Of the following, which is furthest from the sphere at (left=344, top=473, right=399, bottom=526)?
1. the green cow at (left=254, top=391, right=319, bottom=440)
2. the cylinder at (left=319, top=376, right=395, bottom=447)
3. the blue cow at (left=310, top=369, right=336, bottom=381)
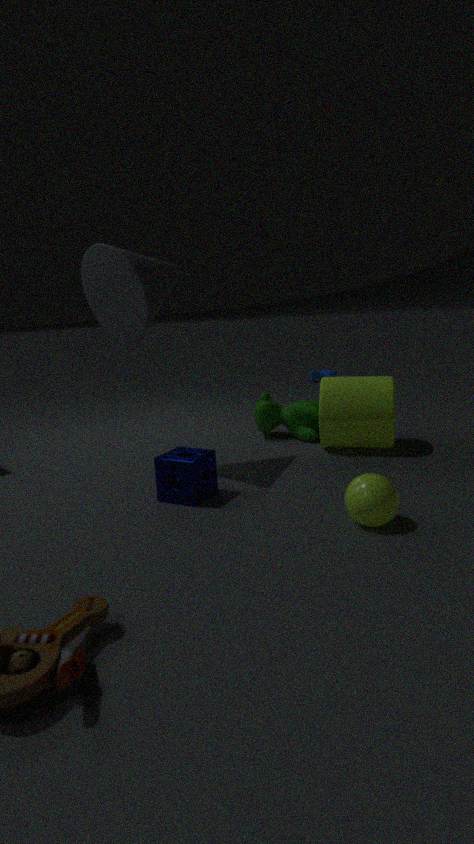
the blue cow at (left=310, top=369, right=336, bottom=381)
